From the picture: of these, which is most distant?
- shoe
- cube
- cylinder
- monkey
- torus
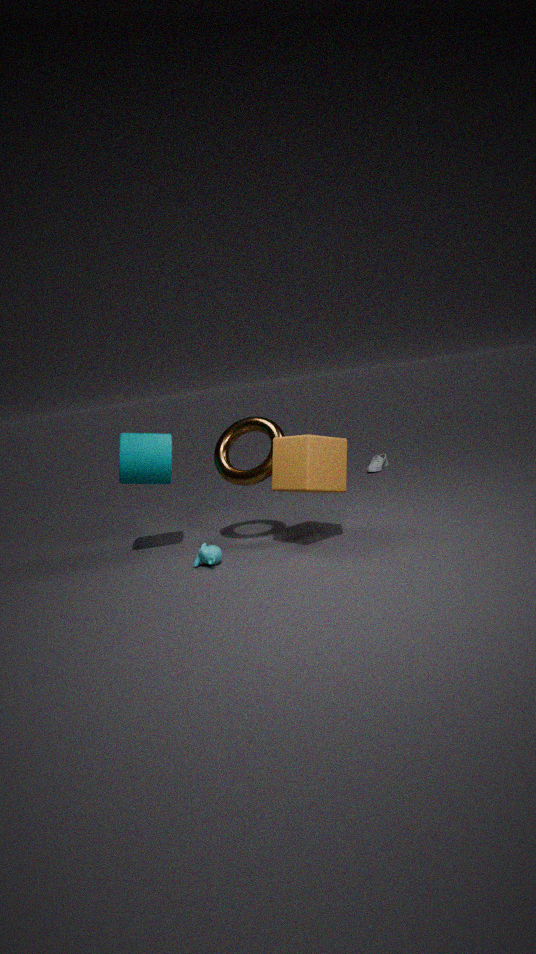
shoe
